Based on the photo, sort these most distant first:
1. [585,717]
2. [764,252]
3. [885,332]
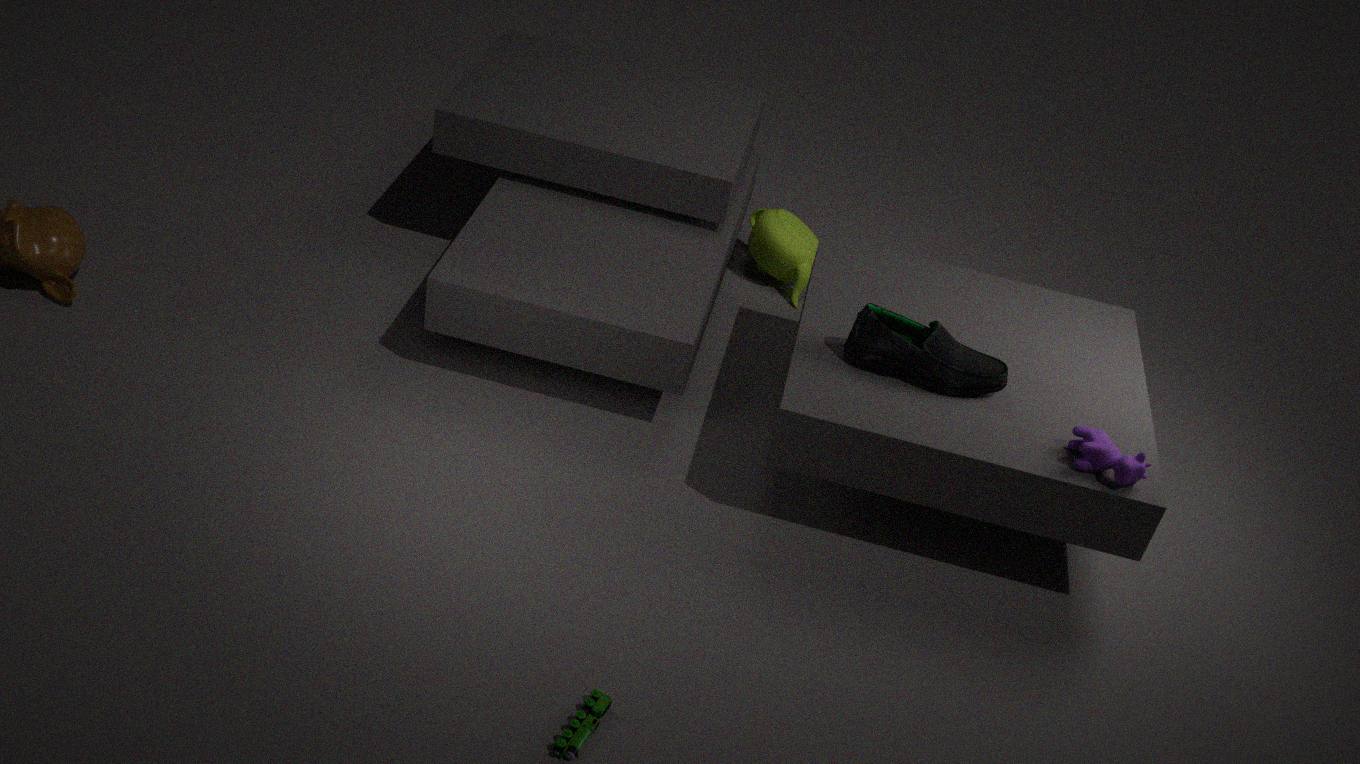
[764,252], [885,332], [585,717]
